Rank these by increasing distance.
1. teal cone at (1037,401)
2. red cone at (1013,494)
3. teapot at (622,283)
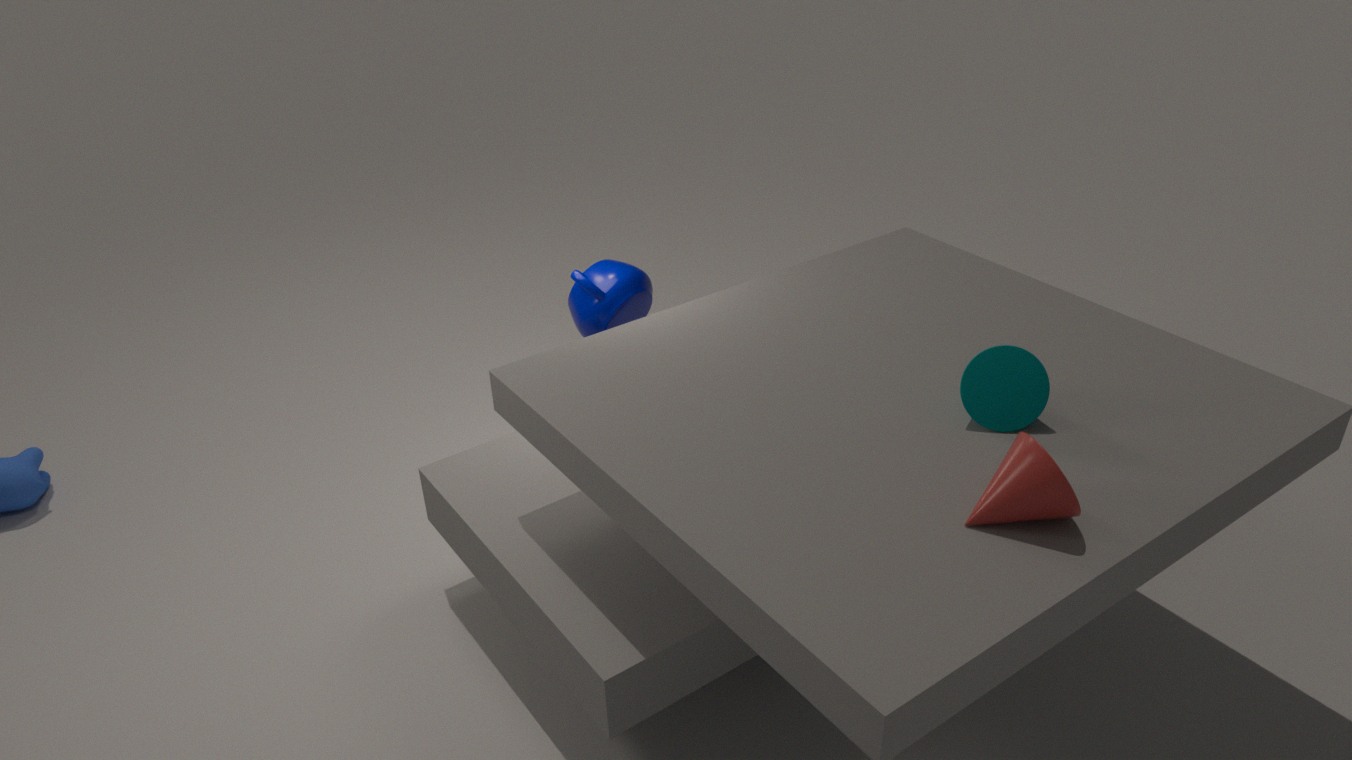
red cone at (1013,494)
teal cone at (1037,401)
teapot at (622,283)
